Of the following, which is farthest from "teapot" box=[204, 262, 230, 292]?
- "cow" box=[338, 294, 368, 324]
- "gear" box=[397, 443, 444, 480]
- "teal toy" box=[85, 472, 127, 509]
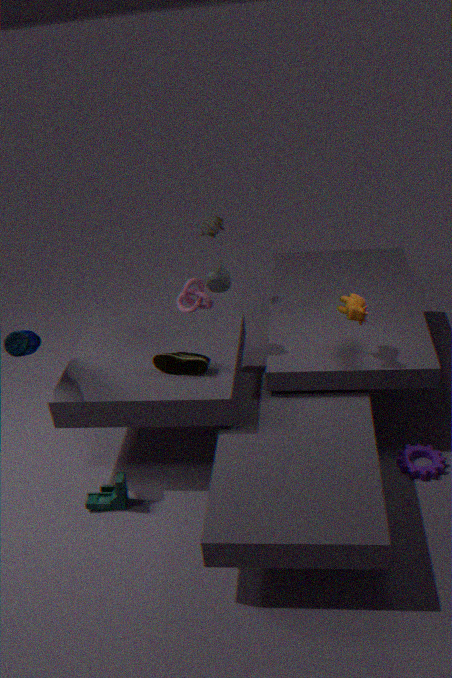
"gear" box=[397, 443, 444, 480]
